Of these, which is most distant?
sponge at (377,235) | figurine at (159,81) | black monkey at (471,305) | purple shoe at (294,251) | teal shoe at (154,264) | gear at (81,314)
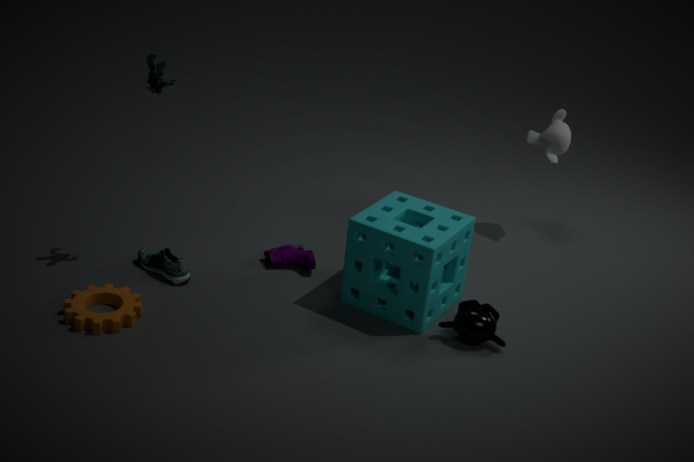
purple shoe at (294,251)
